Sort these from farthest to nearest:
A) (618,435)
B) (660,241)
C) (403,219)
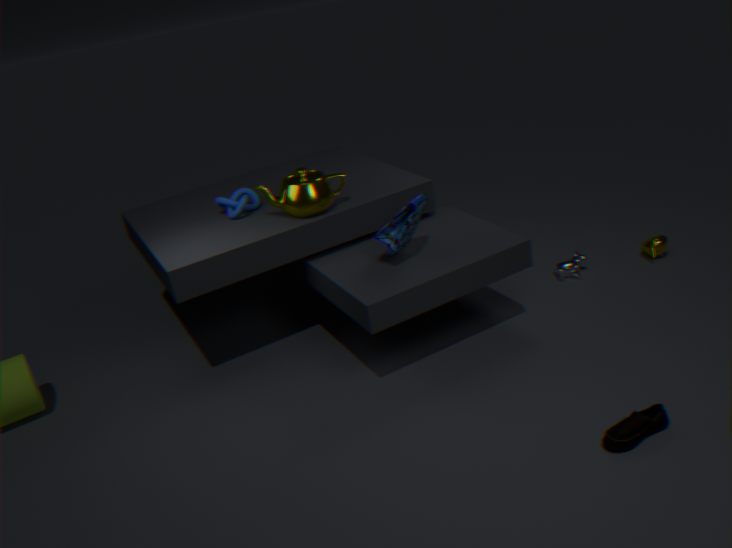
B. (660,241) → C. (403,219) → A. (618,435)
